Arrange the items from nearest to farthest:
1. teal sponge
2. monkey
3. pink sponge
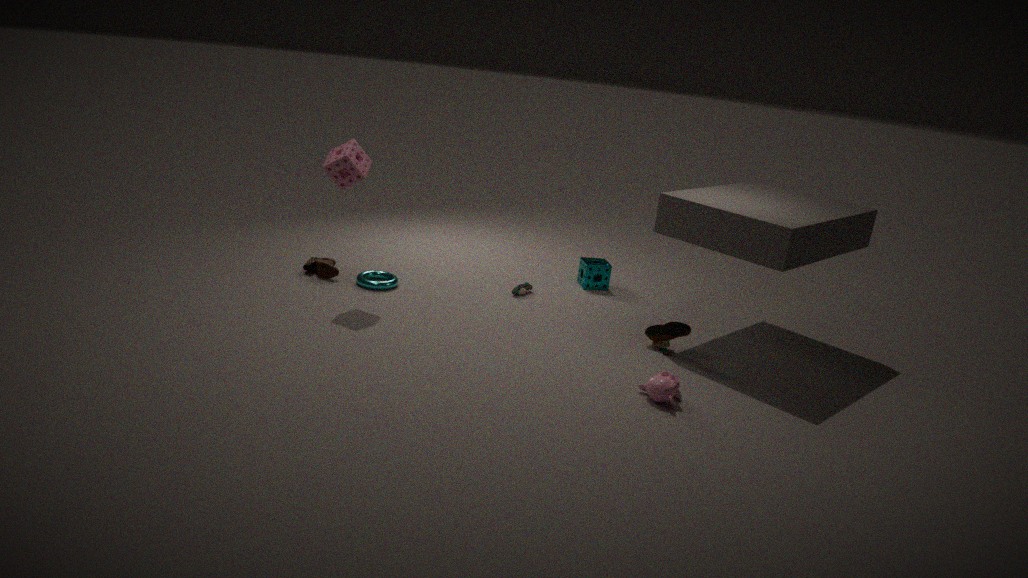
1. monkey
2. pink sponge
3. teal sponge
